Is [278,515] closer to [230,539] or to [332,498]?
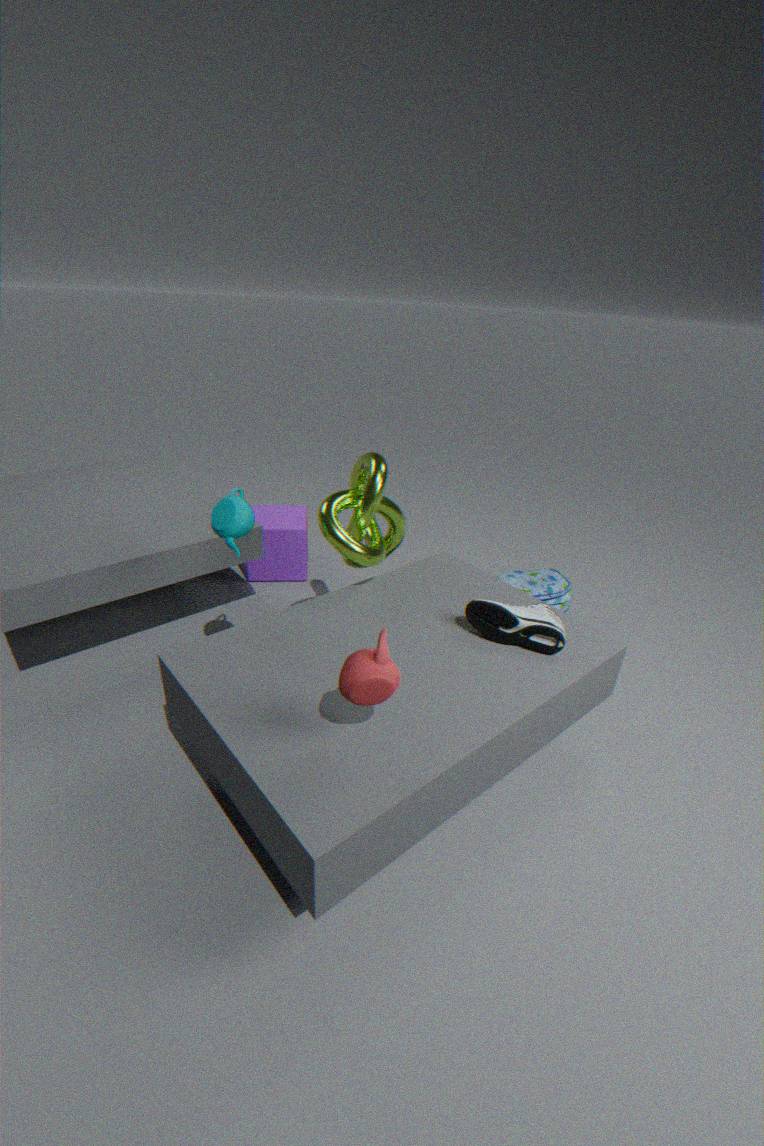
[332,498]
